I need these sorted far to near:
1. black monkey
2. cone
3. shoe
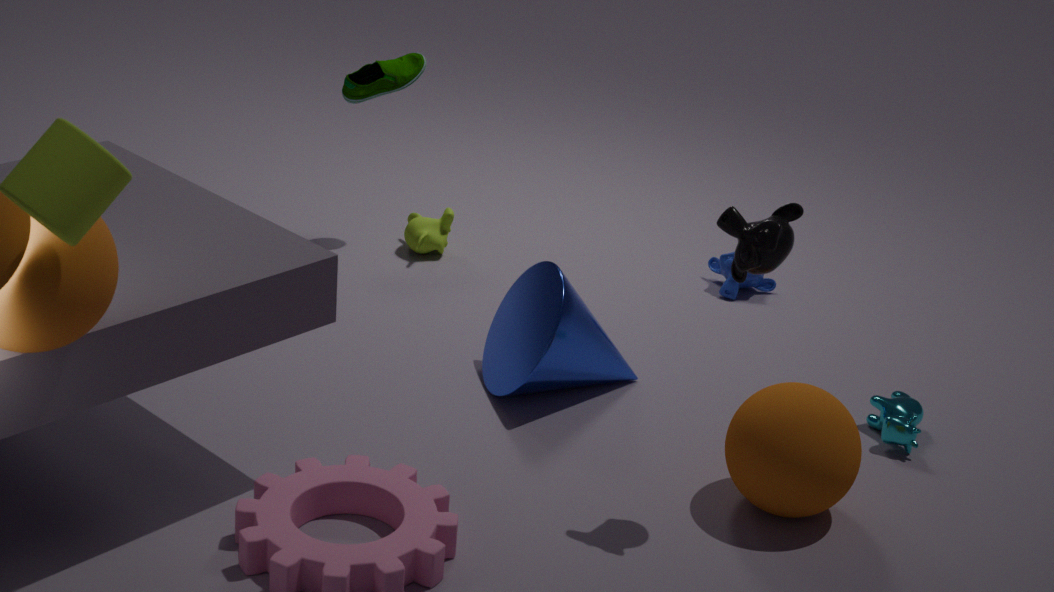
shoe
cone
black monkey
